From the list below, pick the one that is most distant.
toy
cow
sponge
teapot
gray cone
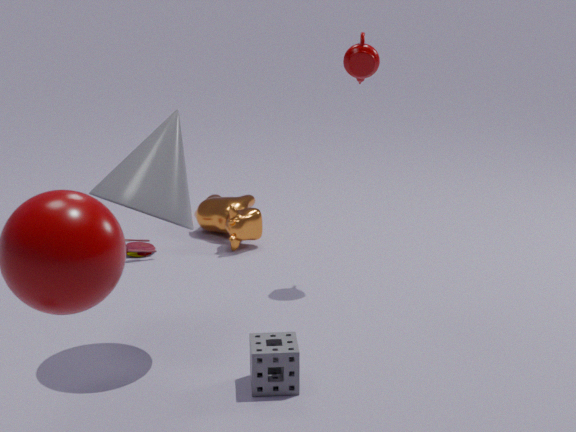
cow
